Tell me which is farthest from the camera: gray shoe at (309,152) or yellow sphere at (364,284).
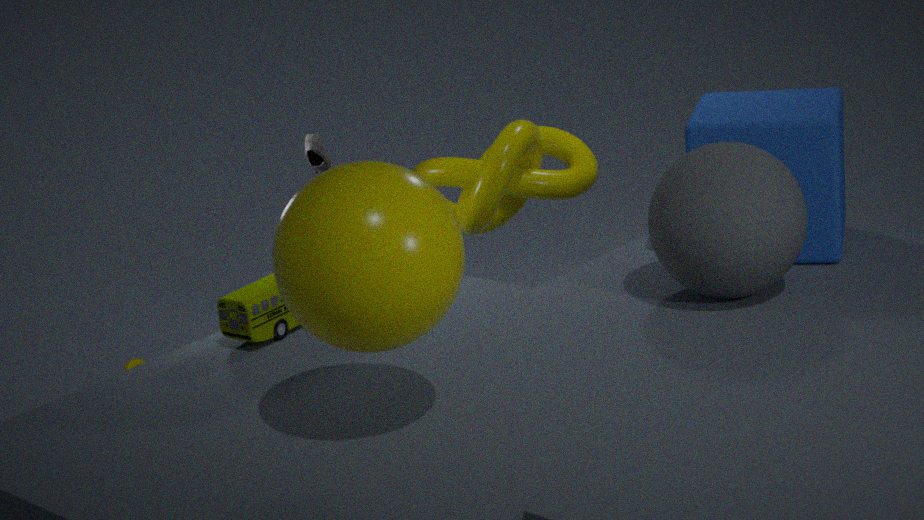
gray shoe at (309,152)
